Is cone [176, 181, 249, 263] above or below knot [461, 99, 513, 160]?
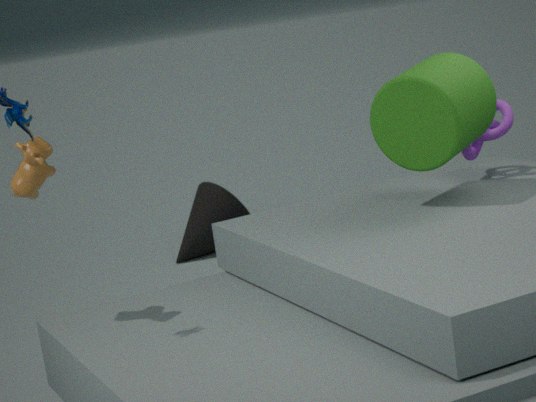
below
